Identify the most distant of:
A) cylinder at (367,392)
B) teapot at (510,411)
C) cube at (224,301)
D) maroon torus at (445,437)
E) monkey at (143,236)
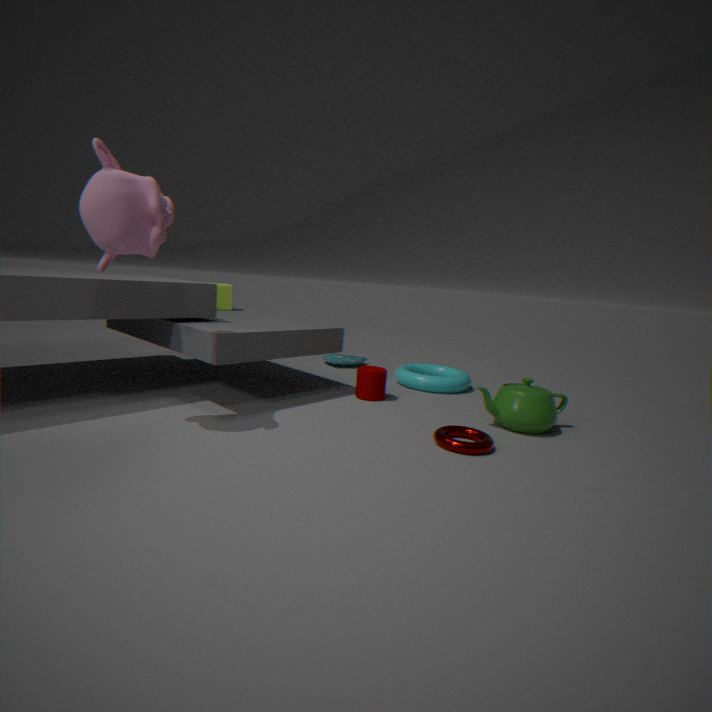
cube at (224,301)
